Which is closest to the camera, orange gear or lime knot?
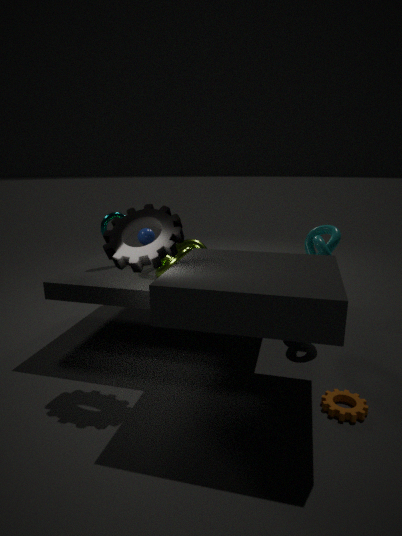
orange gear
